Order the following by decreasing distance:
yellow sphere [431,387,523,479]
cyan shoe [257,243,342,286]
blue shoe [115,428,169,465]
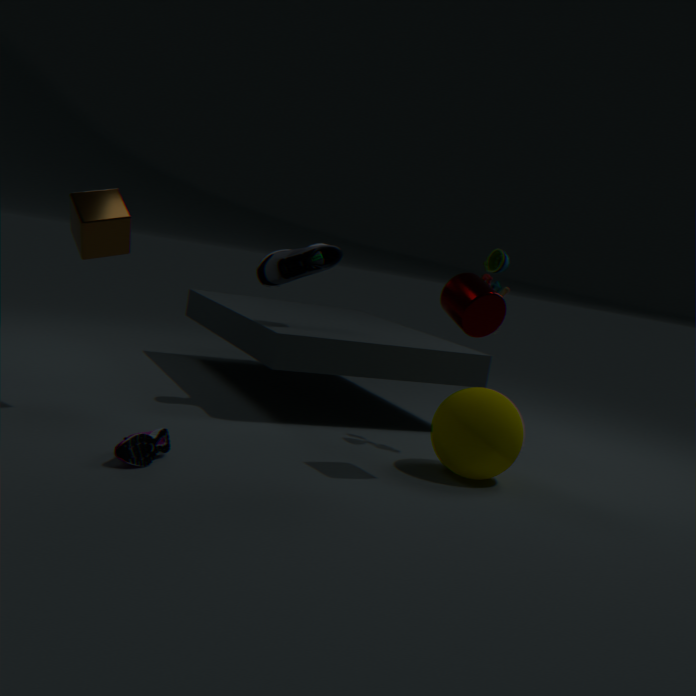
cyan shoe [257,243,342,286] < yellow sphere [431,387,523,479] < blue shoe [115,428,169,465]
